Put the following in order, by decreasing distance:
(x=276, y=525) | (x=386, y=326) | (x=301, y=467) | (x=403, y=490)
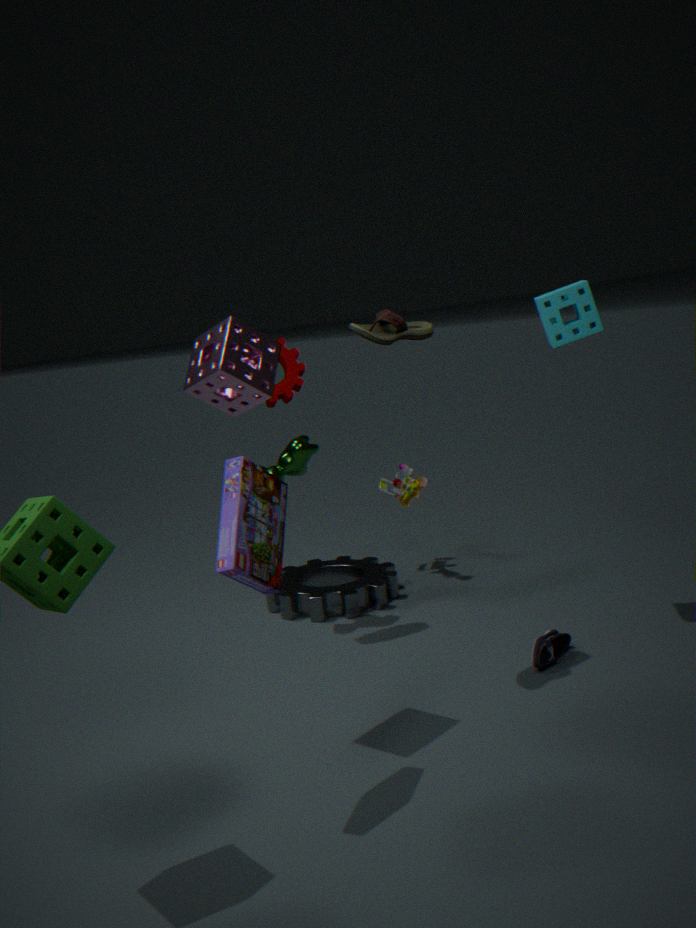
(x=403, y=490) < (x=301, y=467) < (x=386, y=326) < (x=276, y=525)
